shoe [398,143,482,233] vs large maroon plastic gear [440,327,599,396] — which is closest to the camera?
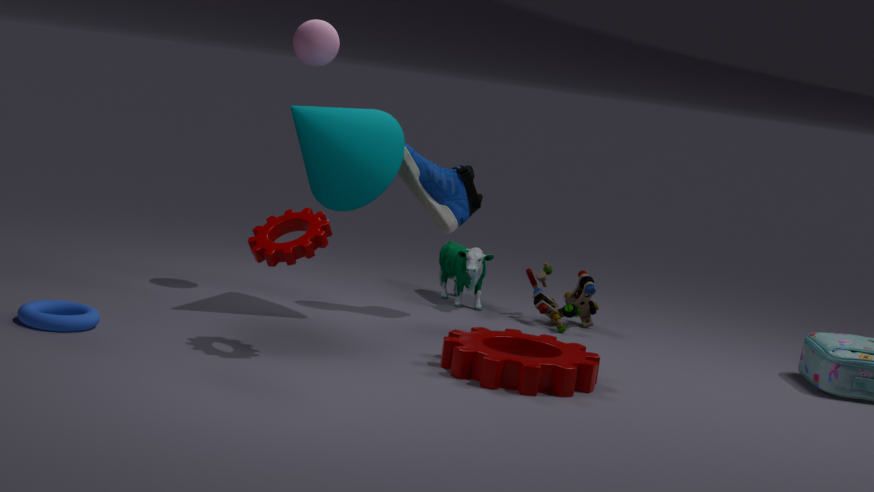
large maroon plastic gear [440,327,599,396]
